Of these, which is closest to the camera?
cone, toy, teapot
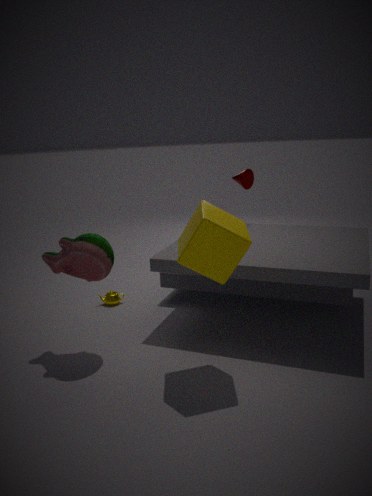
toy
